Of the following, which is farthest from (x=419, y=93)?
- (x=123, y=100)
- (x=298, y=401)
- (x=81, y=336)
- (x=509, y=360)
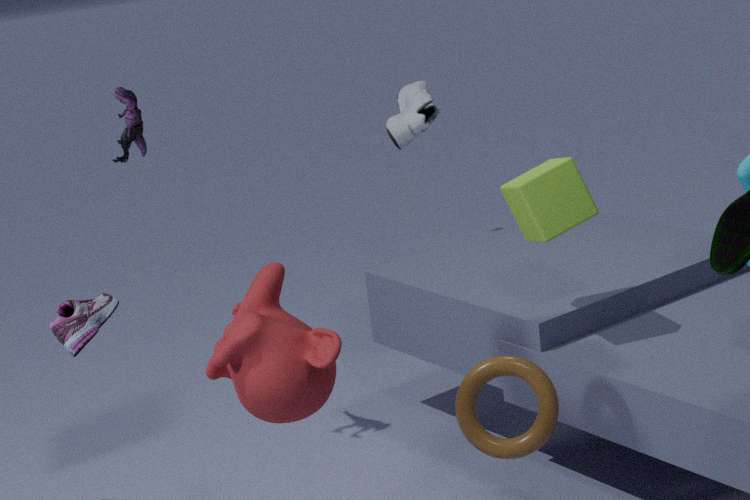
(x=81, y=336)
